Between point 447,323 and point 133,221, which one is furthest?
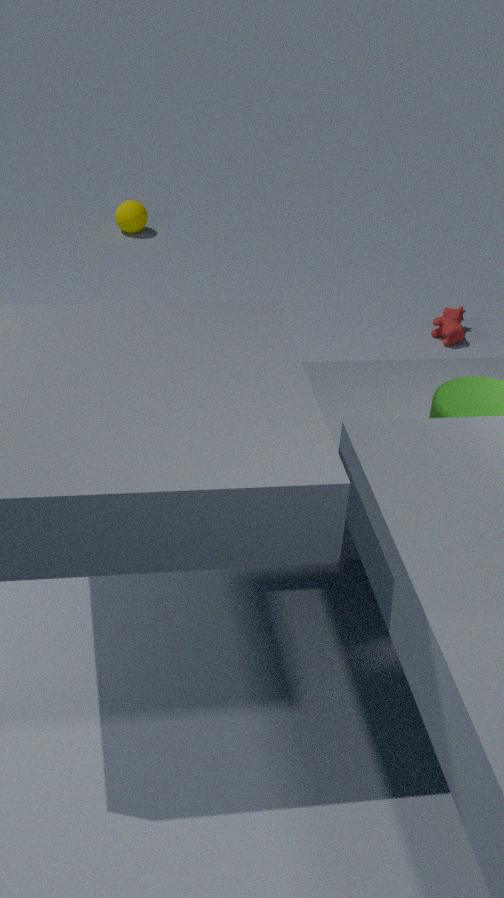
point 133,221
